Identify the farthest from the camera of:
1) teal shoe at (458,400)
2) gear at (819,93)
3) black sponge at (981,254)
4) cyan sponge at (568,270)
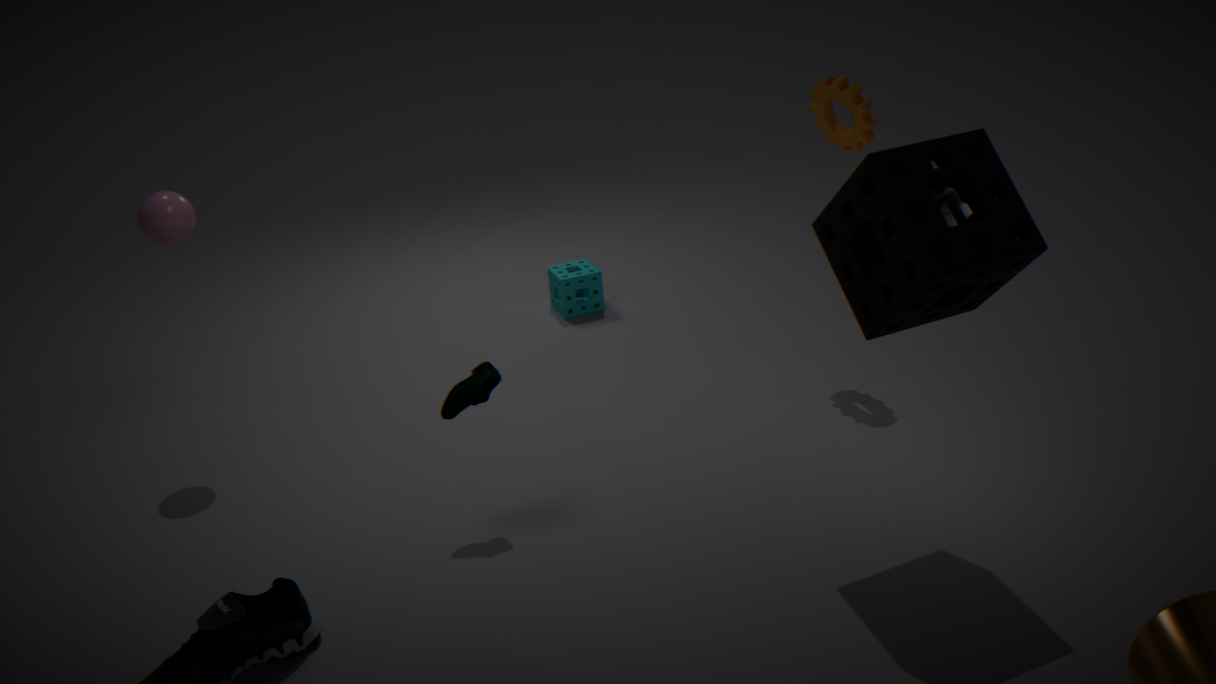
4. cyan sponge at (568,270)
